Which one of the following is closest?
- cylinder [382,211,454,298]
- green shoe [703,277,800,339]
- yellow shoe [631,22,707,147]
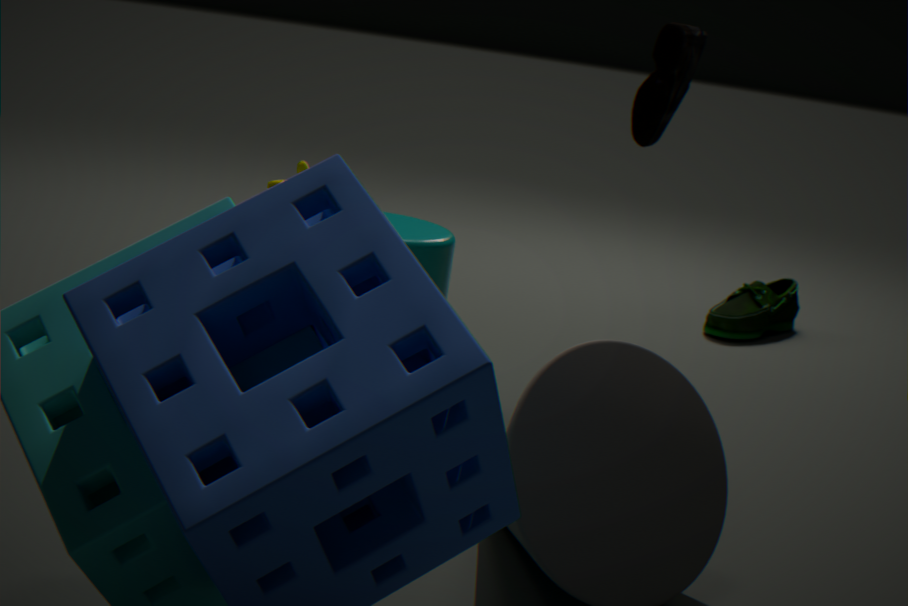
cylinder [382,211,454,298]
